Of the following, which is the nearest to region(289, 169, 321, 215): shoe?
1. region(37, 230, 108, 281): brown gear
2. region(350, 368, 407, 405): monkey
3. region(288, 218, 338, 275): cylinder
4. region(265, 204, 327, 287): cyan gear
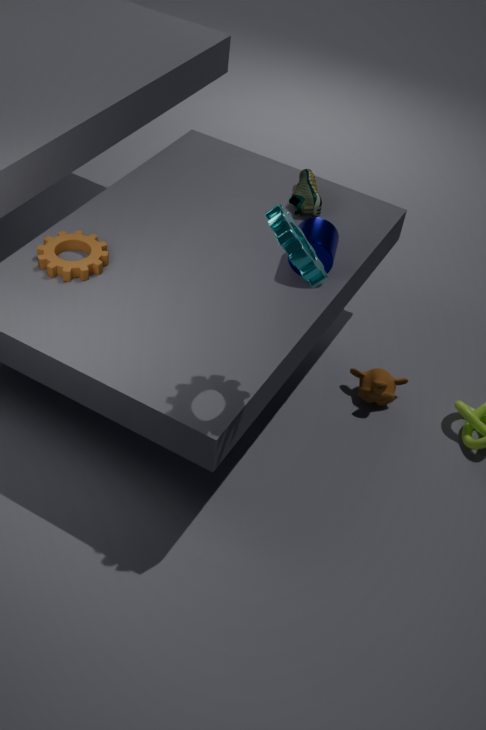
region(288, 218, 338, 275): cylinder
